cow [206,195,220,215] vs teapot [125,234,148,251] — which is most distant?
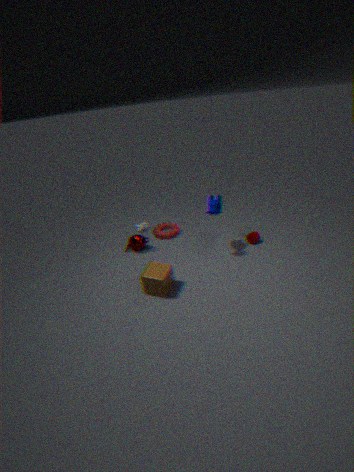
teapot [125,234,148,251]
